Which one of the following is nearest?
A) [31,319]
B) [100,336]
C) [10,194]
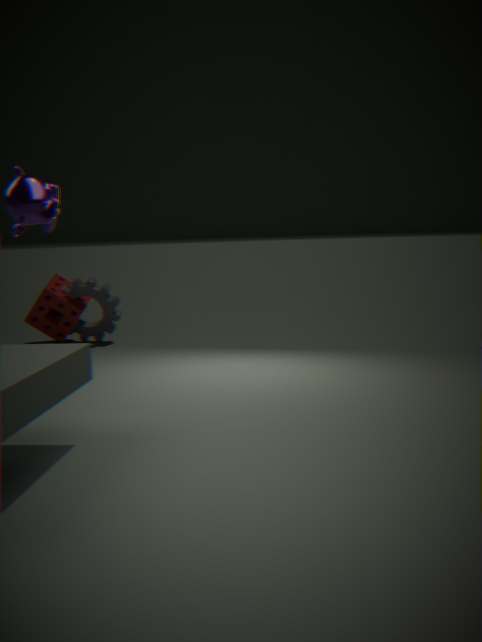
[10,194]
